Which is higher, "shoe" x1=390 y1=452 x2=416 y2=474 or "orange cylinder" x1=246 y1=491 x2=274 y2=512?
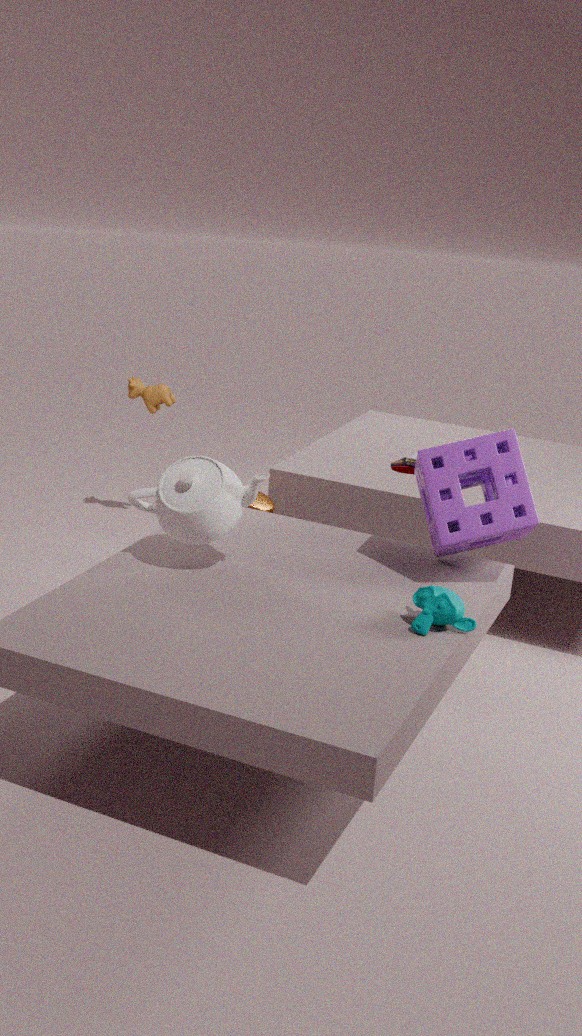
"shoe" x1=390 y1=452 x2=416 y2=474
